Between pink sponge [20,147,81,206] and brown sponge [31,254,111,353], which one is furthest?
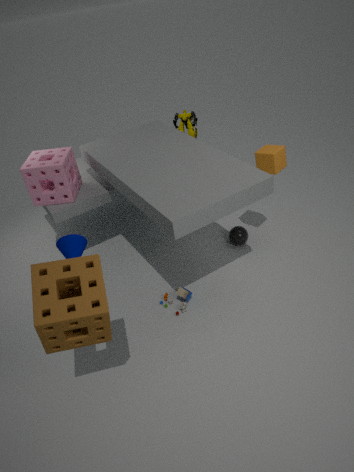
pink sponge [20,147,81,206]
